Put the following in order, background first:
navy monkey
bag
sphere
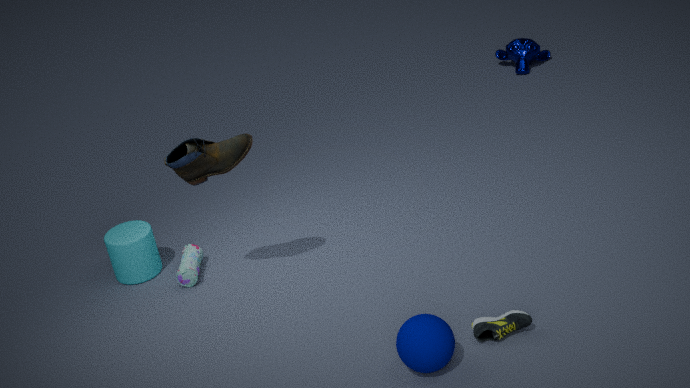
1. navy monkey
2. bag
3. sphere
